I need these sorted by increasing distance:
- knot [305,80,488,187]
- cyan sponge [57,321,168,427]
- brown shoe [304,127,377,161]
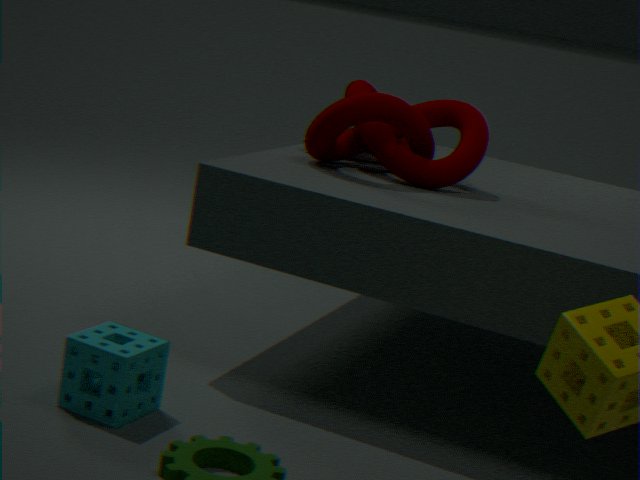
cyan sponge [57,321,168,427] → knot [305,80,488,187] → brown shoe [304,127,377,161]
